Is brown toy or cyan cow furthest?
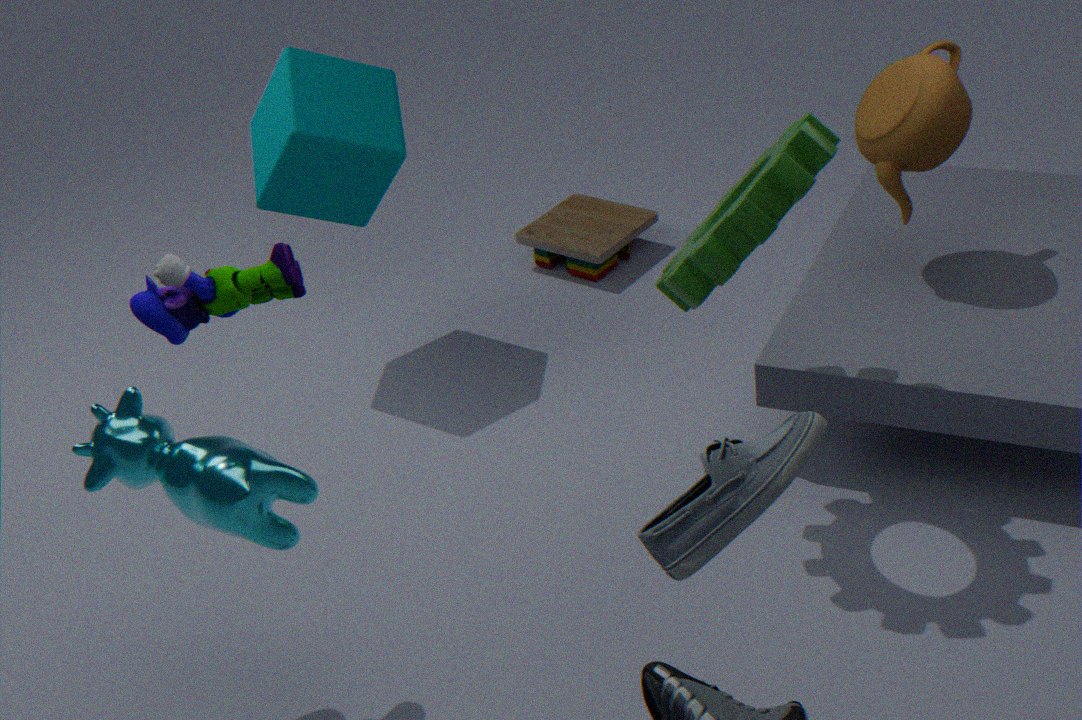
brown toy
